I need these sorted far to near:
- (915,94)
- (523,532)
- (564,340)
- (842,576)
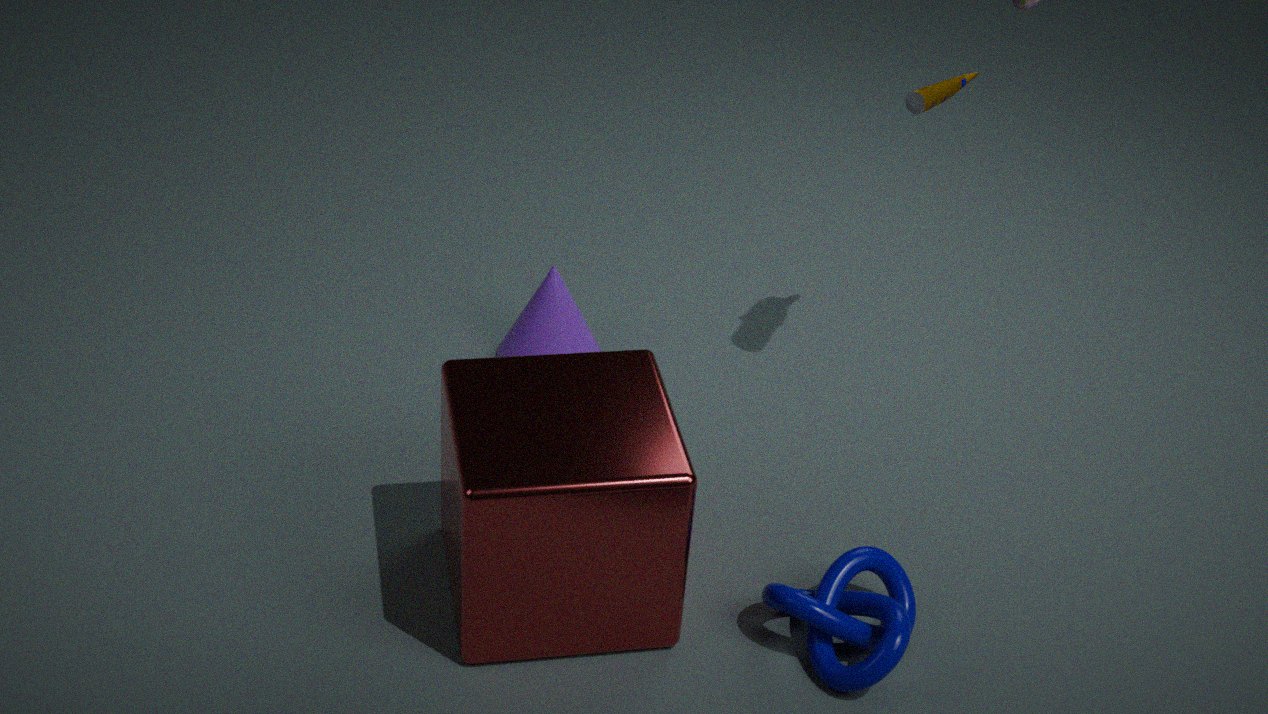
(564,340)
(915,94)
(842,576)
(523,532)
